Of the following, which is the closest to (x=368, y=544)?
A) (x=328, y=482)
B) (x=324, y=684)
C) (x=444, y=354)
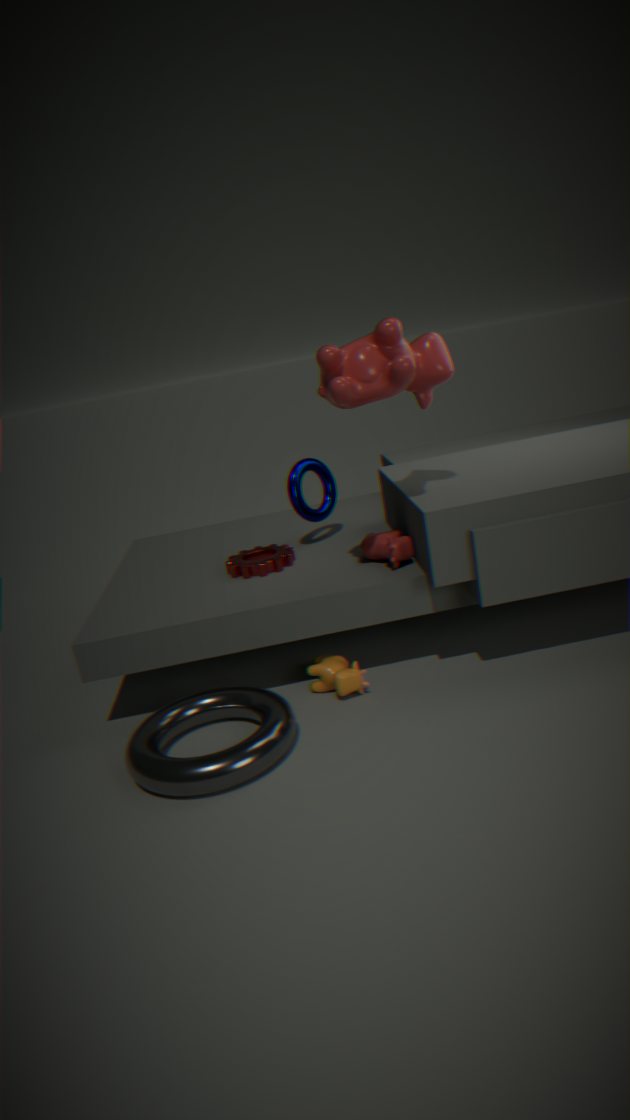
(x=324, y=684)
